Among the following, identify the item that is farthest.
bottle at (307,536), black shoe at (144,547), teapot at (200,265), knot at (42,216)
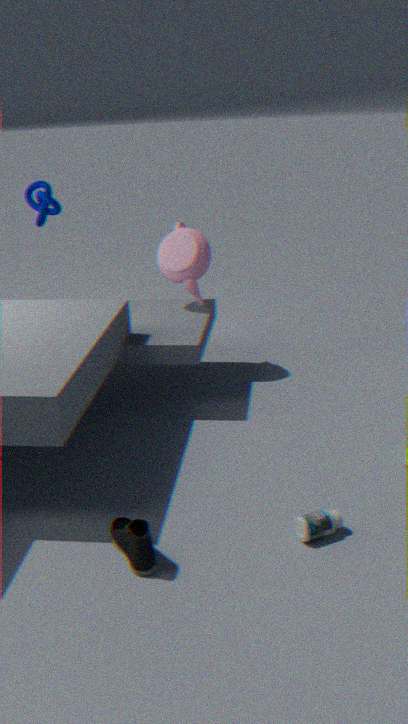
knot at (42,216)
